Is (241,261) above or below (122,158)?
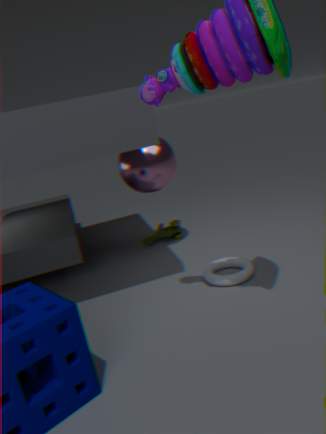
below
